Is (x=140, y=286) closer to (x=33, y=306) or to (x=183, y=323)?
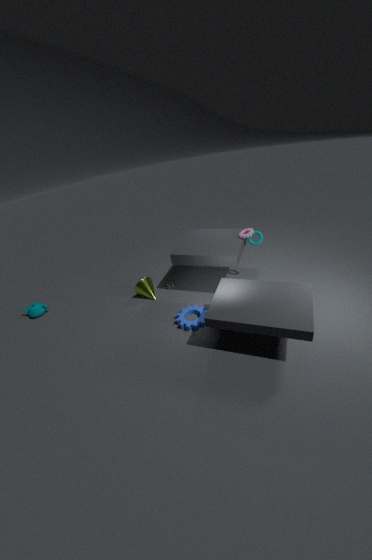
(x=183, y=323)
